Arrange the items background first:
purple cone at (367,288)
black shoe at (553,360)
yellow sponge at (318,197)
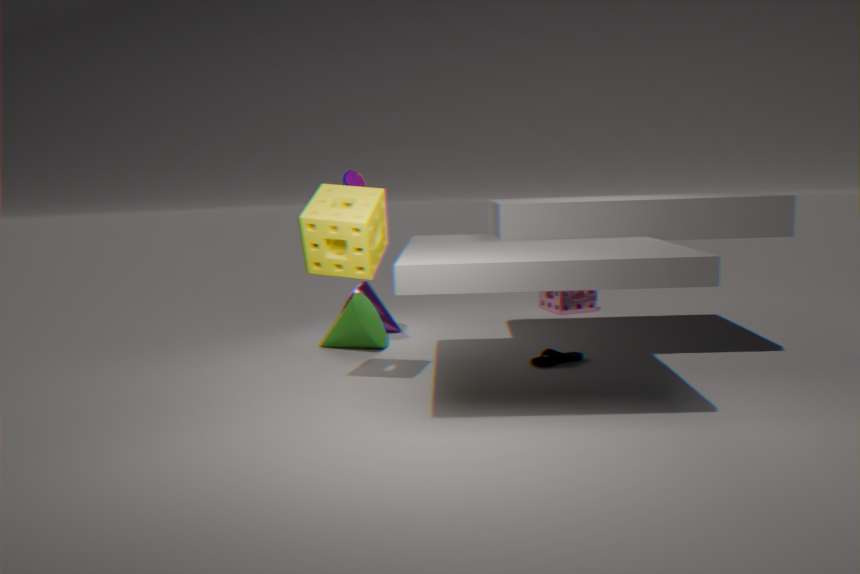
purple cone at (367,288) < black shoe at (553,360) < yellow sponge at (318,197)
